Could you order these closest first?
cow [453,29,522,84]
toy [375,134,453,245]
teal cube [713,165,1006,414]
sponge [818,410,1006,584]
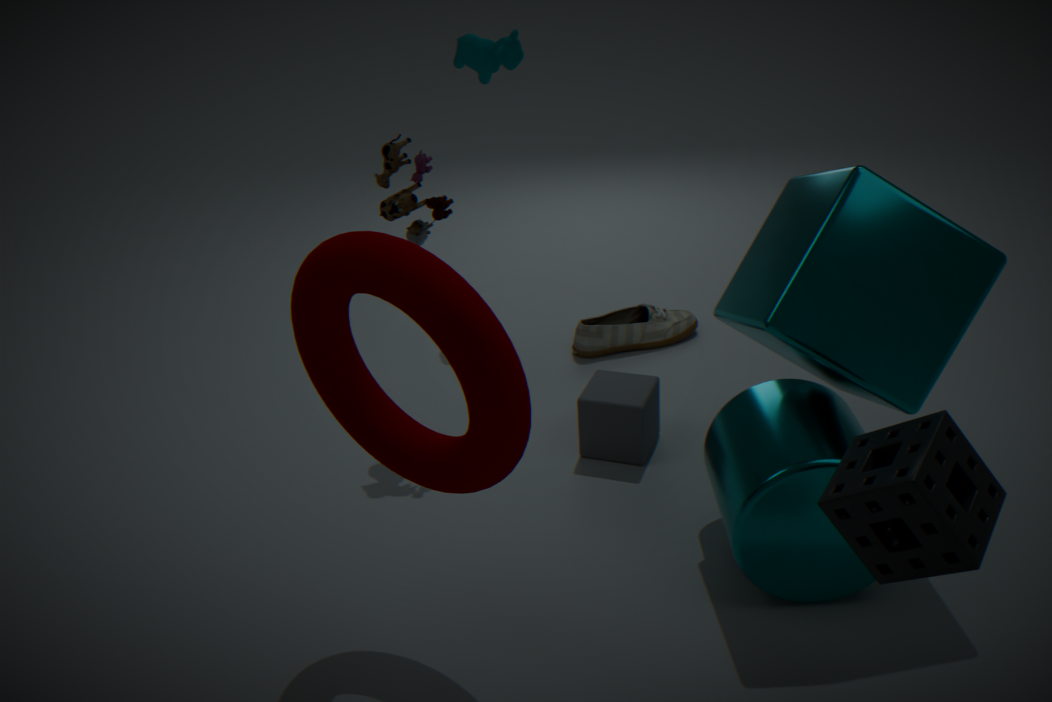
sponge [818,410,1006,584] → teal cube [713,165,1006,414] → toy [375,134,453,245] → cow [453,29,522,84]
